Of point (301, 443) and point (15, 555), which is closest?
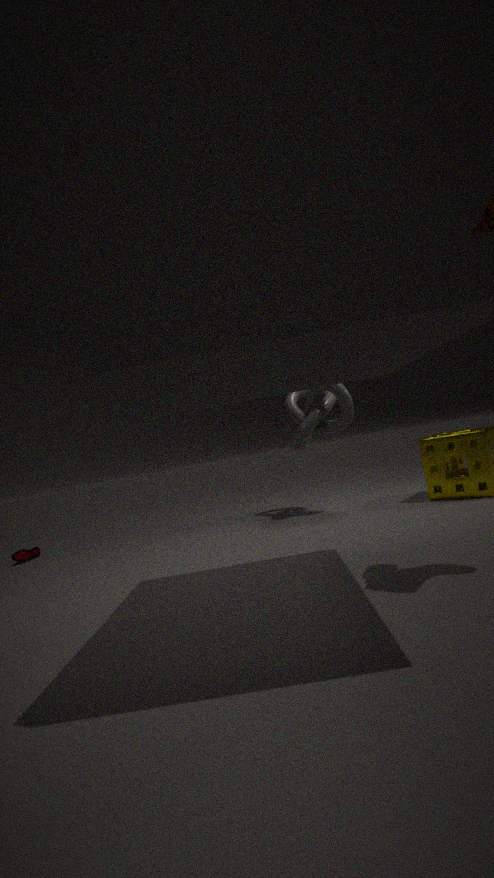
point (301, 443)
